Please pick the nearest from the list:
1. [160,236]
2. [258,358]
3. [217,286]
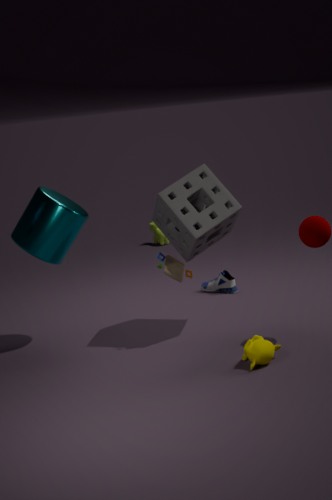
[258,358]
